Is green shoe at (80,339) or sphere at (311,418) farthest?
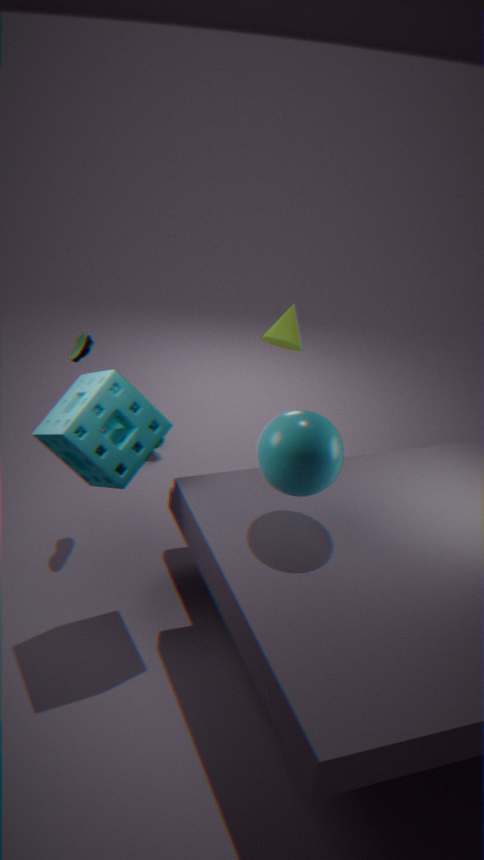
green shoe at (80,339)
